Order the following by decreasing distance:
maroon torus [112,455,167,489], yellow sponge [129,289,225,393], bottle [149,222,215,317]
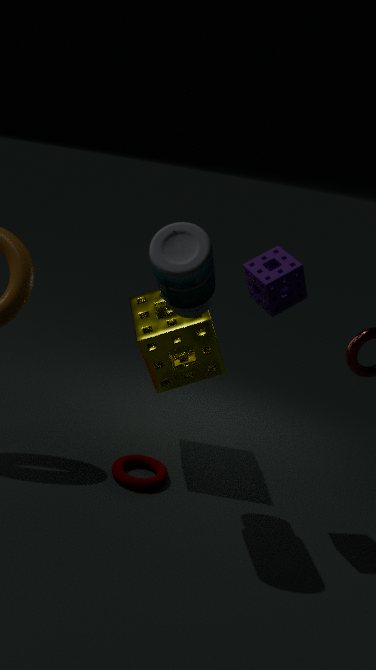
yellow sponge [129,289,225,393], maroon torus [112,455,167,489], bottle [149,222,215,317]
